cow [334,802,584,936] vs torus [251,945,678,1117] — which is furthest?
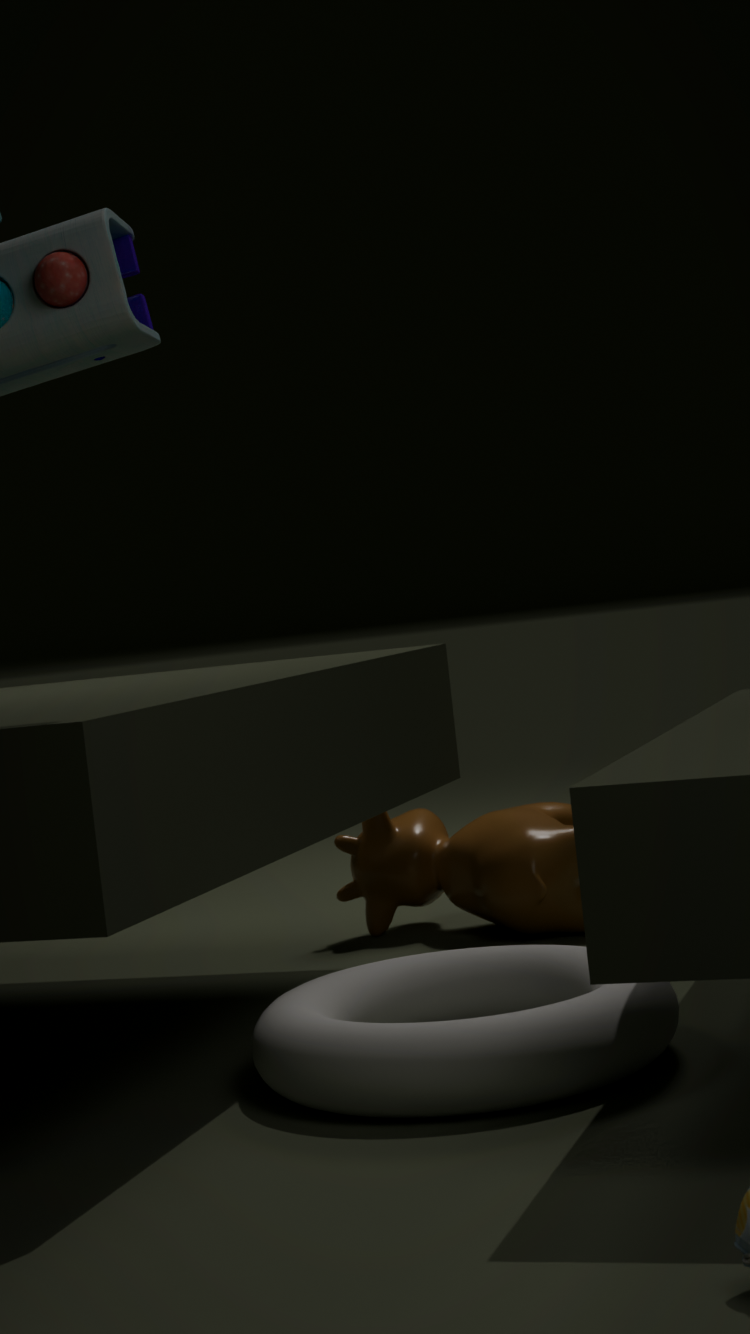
cow [334,802,584,936]
